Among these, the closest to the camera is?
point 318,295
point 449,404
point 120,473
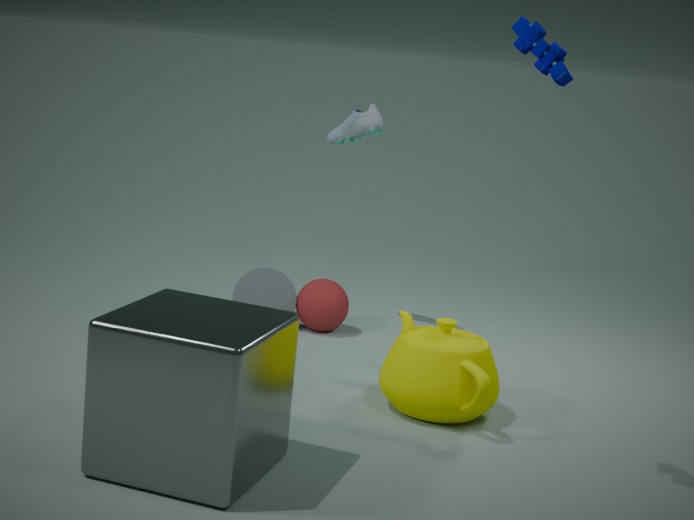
point 120,473
